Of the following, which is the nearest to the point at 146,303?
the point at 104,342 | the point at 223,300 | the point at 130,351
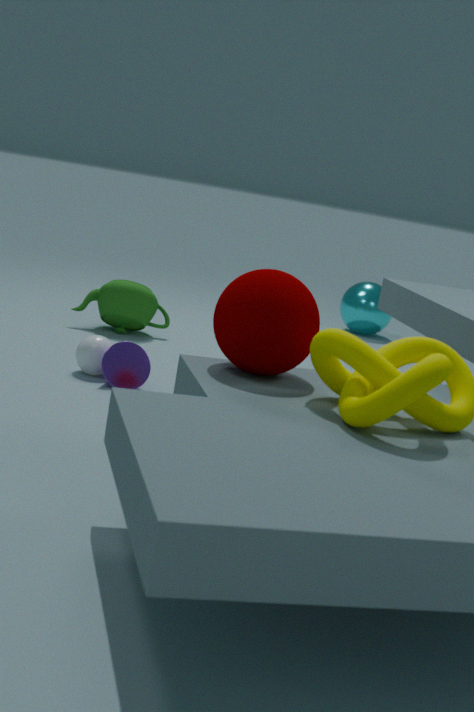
the point at 104,342
